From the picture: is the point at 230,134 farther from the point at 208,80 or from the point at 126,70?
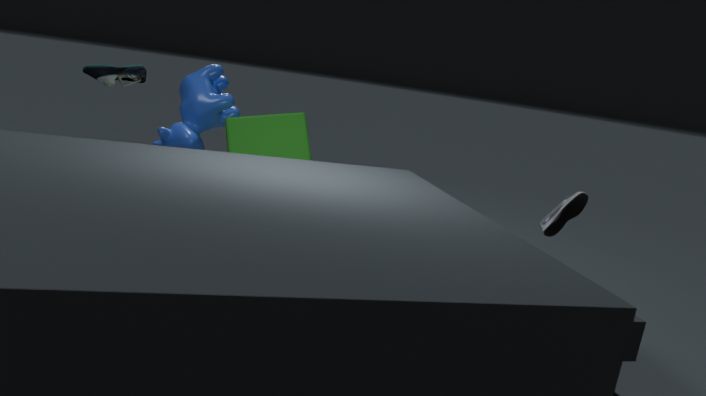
the point at 126,70
